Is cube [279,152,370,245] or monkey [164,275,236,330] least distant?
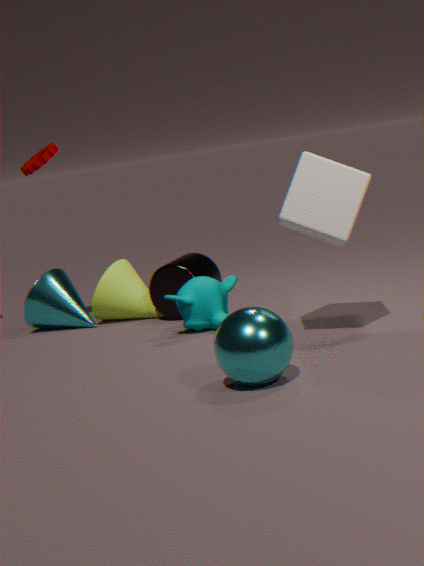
cube [279,152,370,245]
